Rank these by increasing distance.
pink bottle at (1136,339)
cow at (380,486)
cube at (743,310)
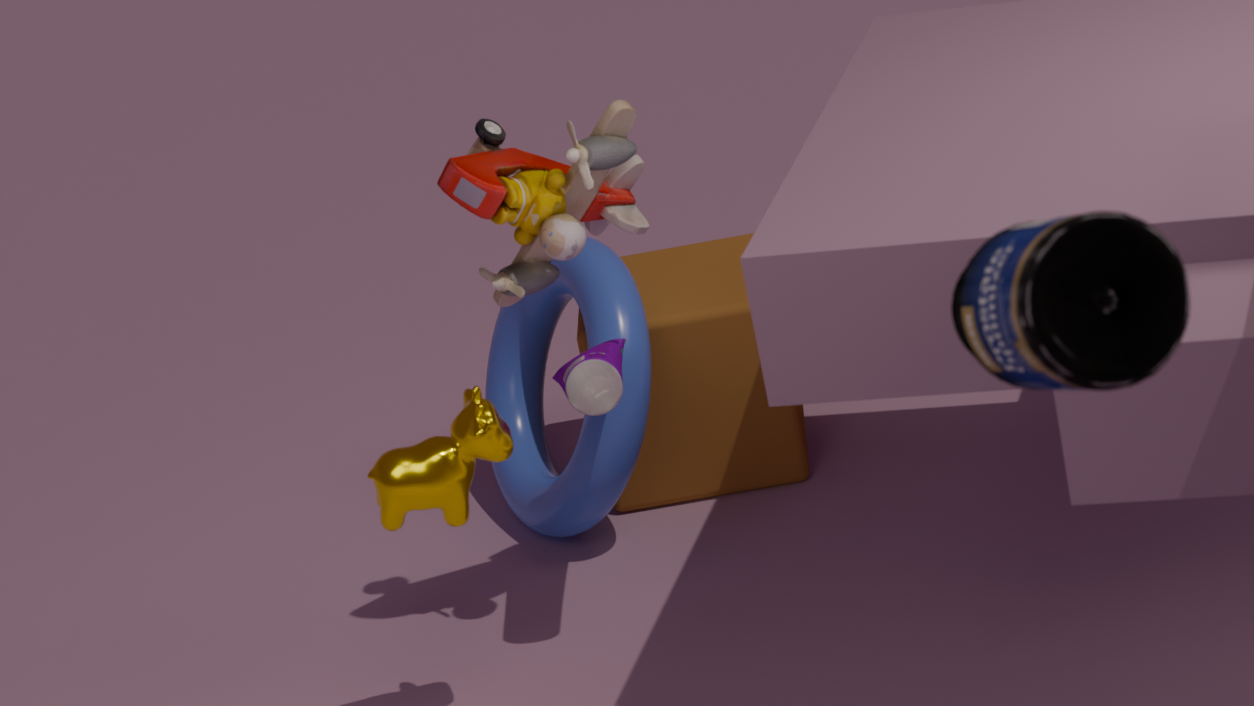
pink bottle at (1136,339) → cow at (380,486) → cube at (743,310)
